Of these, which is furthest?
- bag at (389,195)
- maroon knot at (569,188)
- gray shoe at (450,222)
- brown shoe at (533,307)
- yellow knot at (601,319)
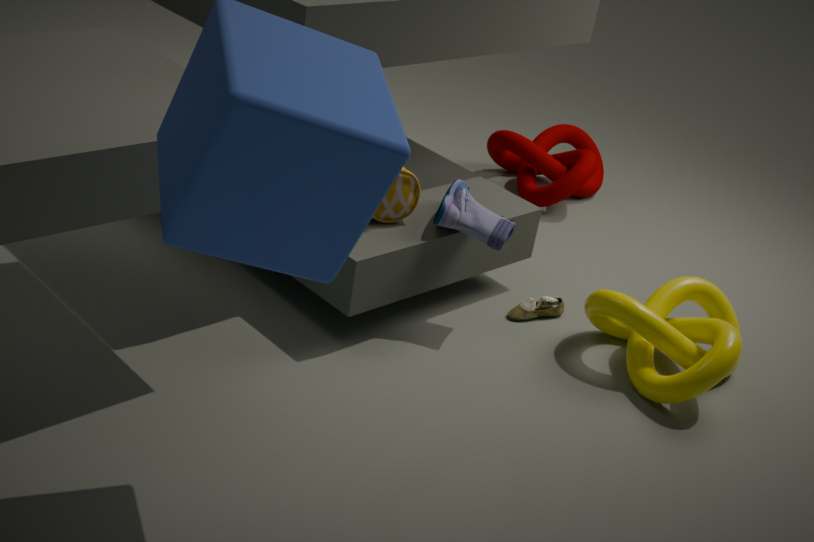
maroon knot at (569,188)
